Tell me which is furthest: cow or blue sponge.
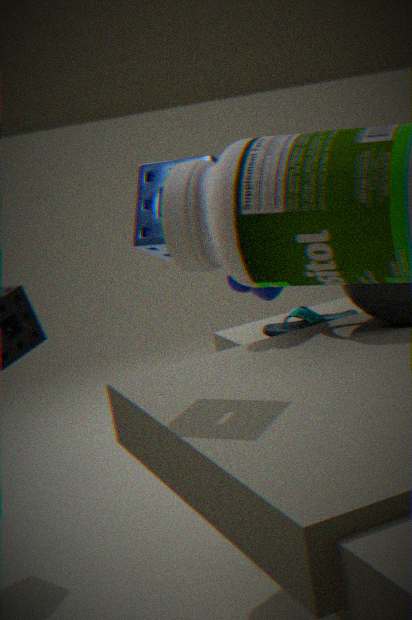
cow
